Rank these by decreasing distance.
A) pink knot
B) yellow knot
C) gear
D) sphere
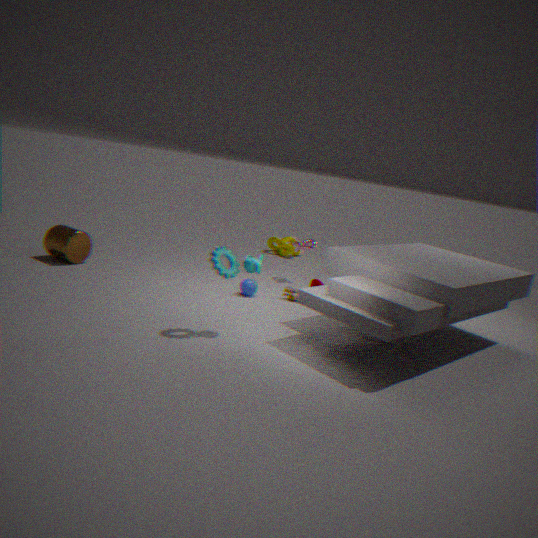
yellow knot
pink knot
sphere
gear
